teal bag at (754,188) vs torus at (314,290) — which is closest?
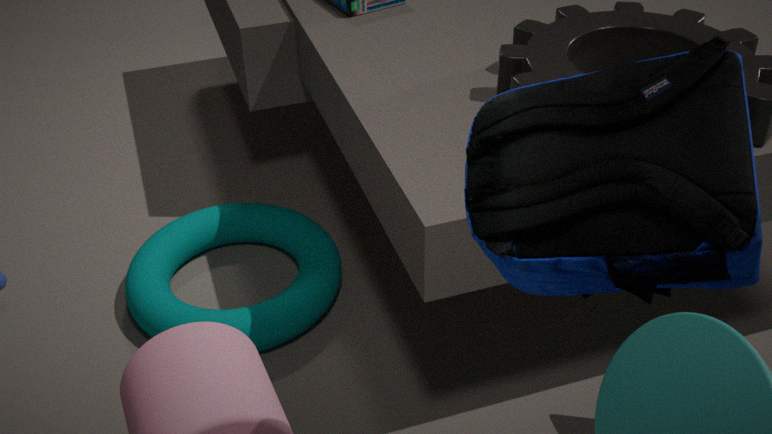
teal bag at (754,188)
